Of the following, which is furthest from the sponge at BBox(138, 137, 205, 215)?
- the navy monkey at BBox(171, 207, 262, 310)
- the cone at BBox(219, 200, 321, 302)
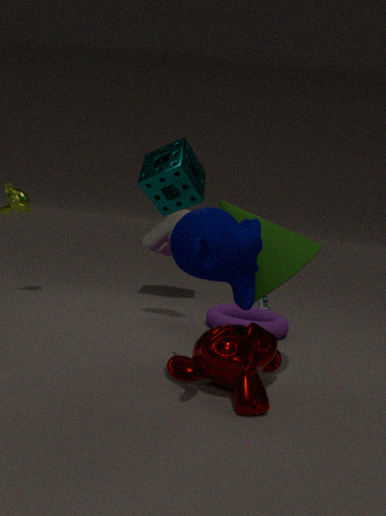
the navy monkey at BBox(171, 207, 262, 310)
